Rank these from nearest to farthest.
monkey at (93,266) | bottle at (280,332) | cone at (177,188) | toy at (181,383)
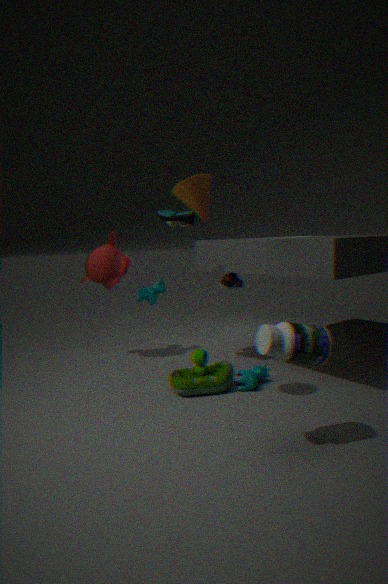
1. bottle at (280,332)
2. cone at (177,188)
3. toy at (181,383)
4. monkey at (93,266)
